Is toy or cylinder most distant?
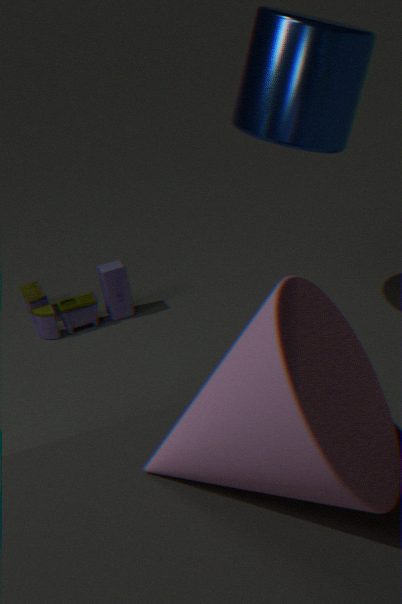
toy
